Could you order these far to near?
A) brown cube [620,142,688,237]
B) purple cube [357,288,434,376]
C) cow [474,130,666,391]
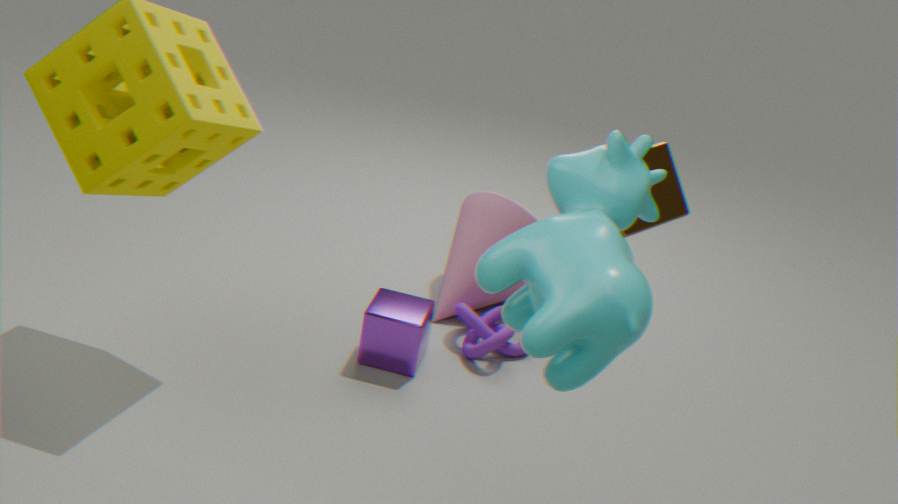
1. purple cube [357,288,434,376]
2. brown cube [620,142,688,237]
3. cow [474,130,666,391]
